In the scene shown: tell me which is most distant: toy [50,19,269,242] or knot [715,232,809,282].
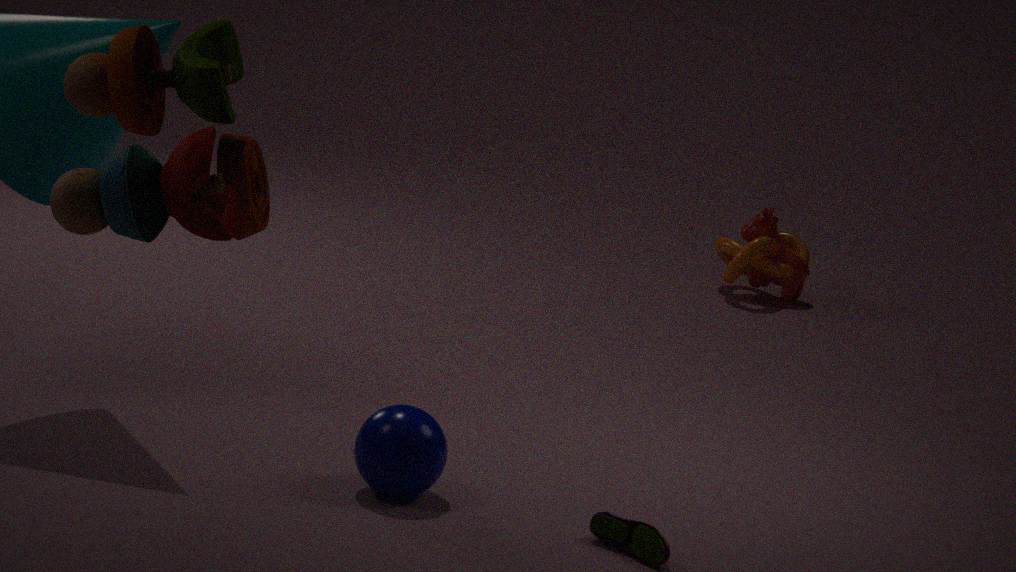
knot [715,232,809,282]
